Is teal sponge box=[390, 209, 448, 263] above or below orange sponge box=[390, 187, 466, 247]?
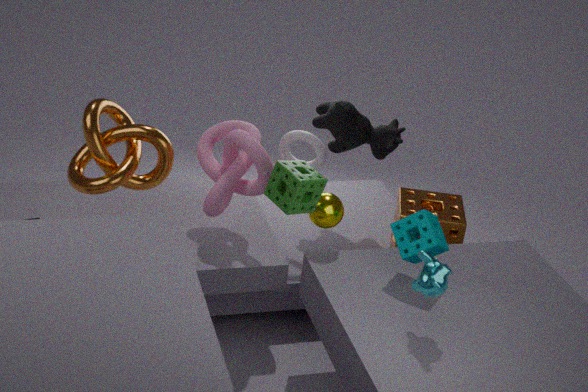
above
